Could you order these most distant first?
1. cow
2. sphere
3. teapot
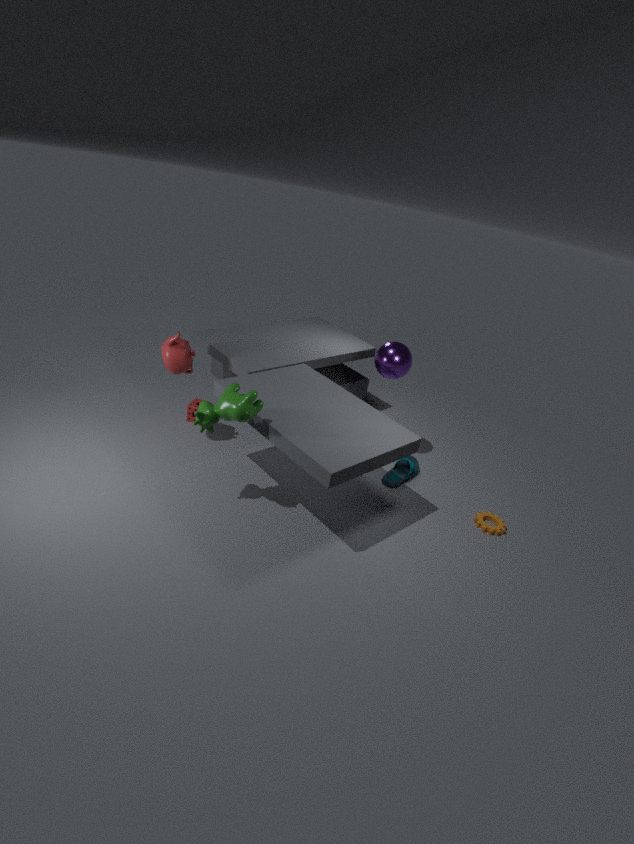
sphere, teapot, cow
